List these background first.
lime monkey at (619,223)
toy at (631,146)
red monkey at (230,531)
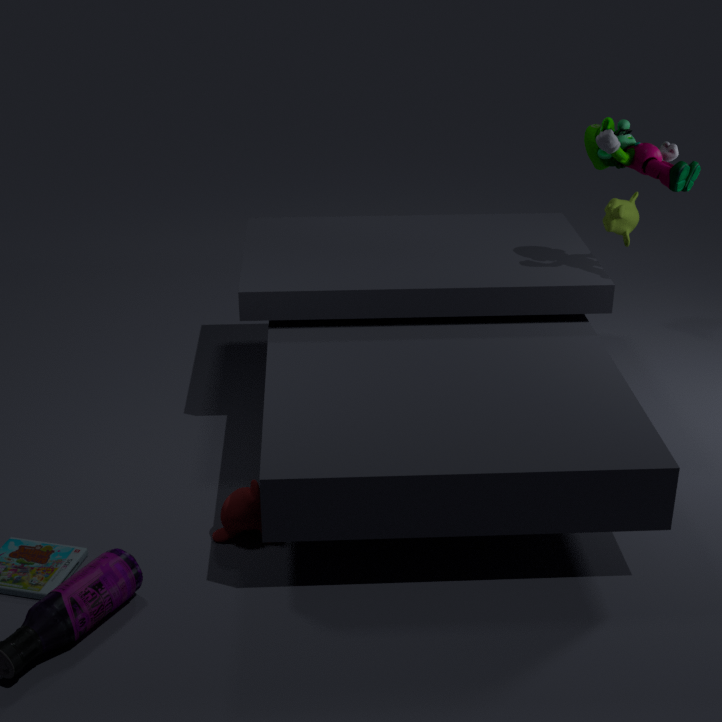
lime monkey at (619,223), toy at (631,146), red monkey at (230,531)
